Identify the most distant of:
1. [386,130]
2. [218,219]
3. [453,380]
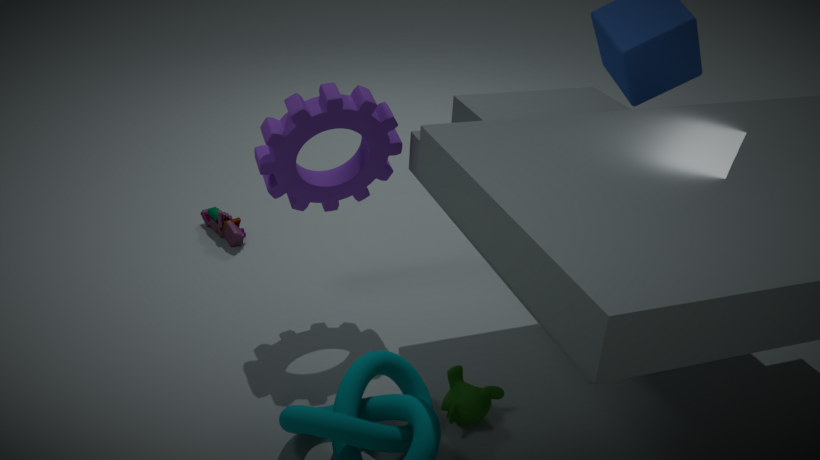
[218,219]
